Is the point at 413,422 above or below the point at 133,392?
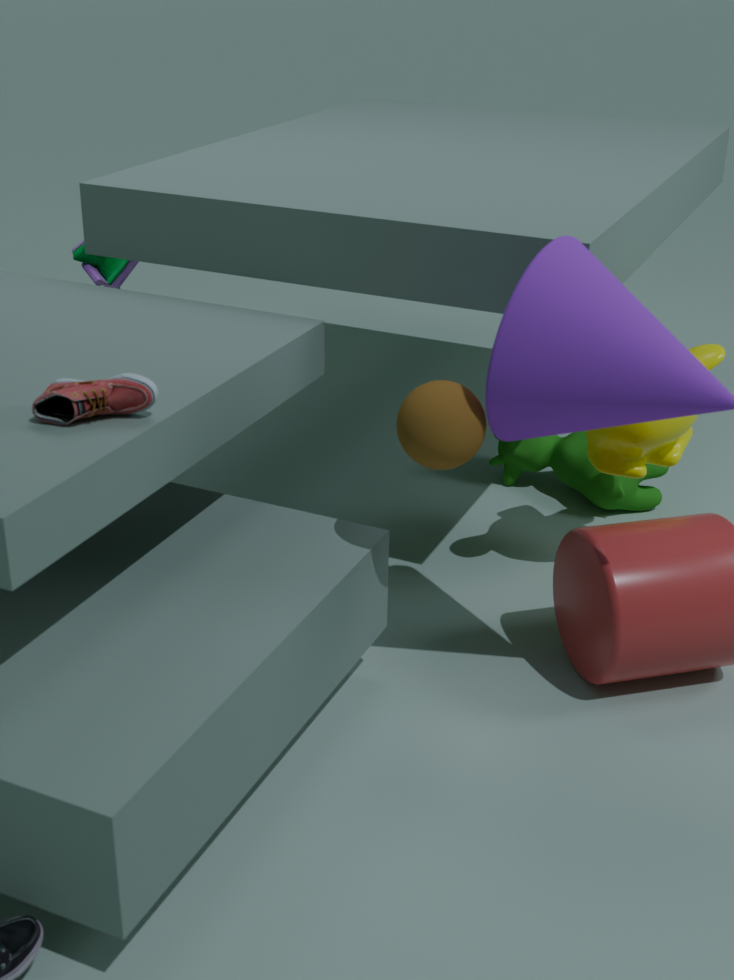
below
